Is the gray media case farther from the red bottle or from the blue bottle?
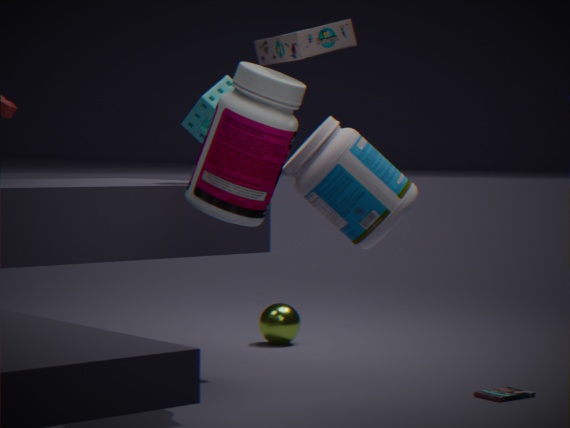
the blue bottle
